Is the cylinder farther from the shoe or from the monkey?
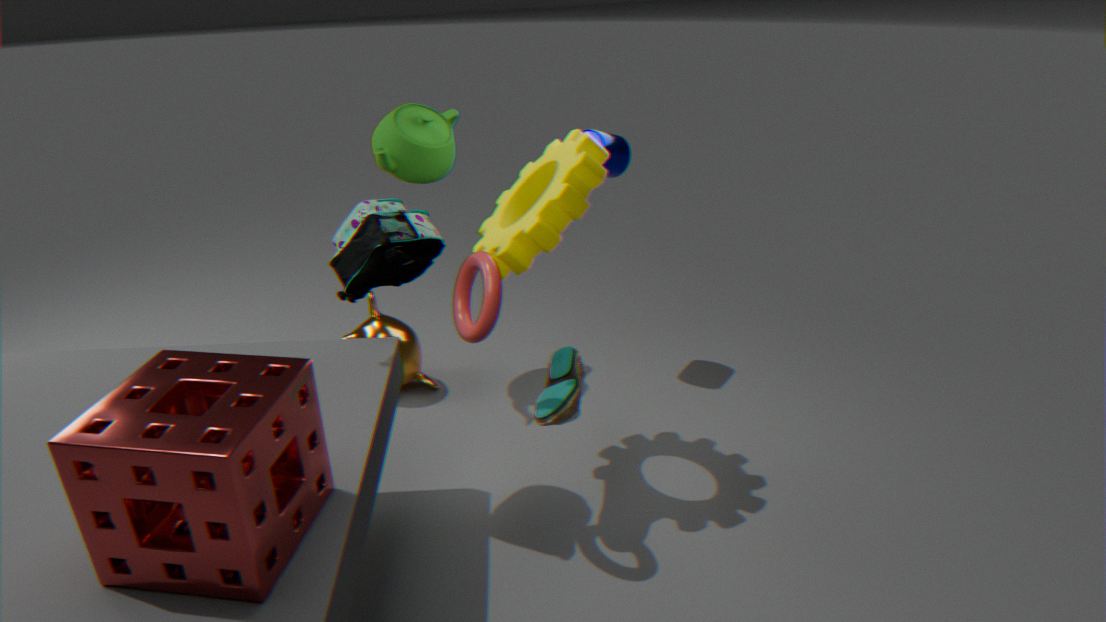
the monkey
